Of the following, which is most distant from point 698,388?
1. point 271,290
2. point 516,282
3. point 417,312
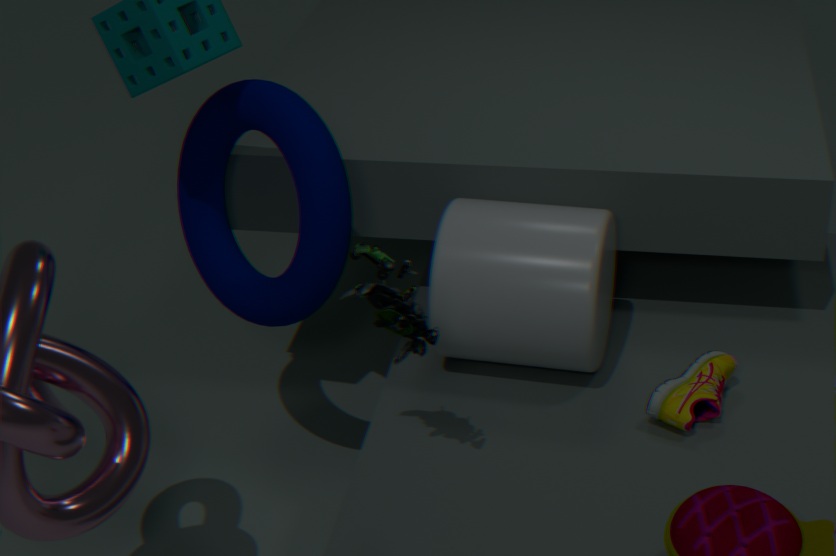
point 271,290
